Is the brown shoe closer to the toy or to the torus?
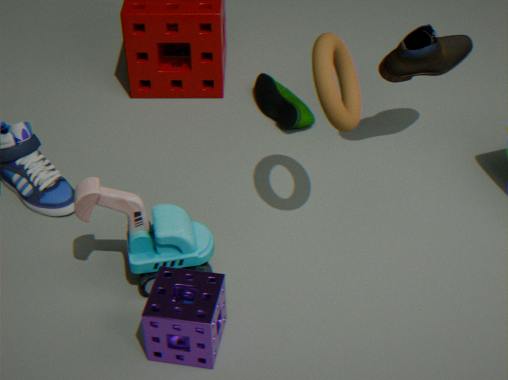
the torus
